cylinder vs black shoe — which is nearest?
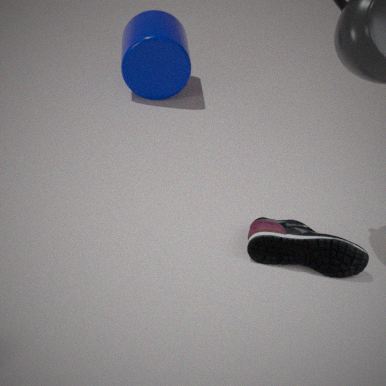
black shoe
